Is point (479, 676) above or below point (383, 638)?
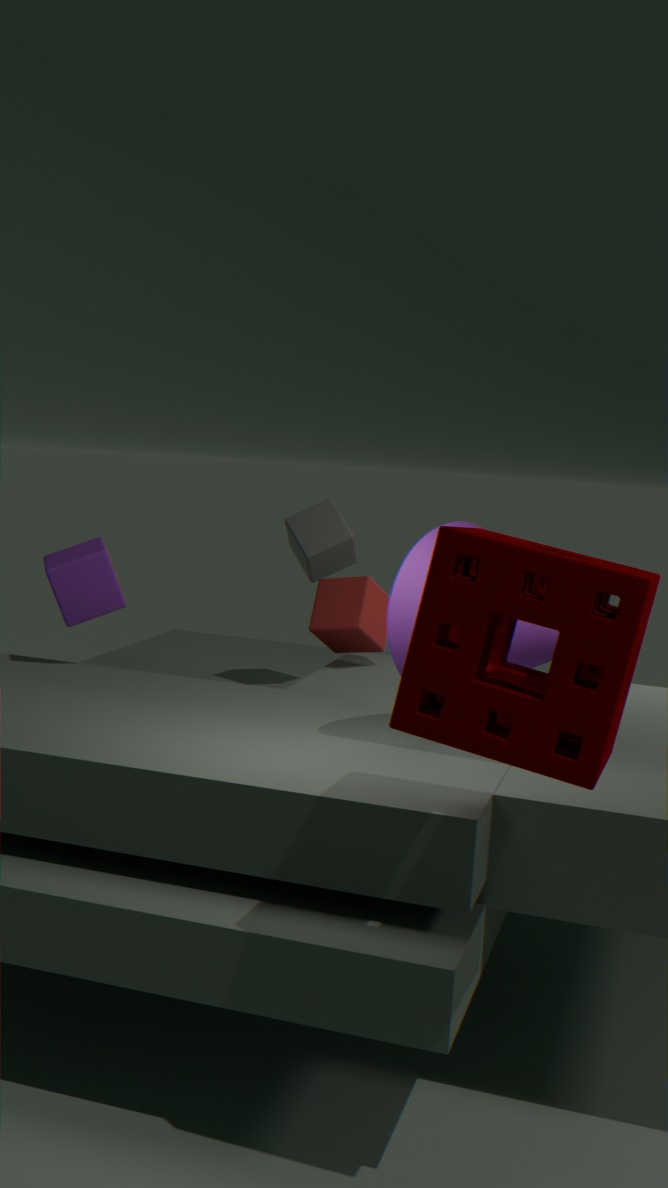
above
